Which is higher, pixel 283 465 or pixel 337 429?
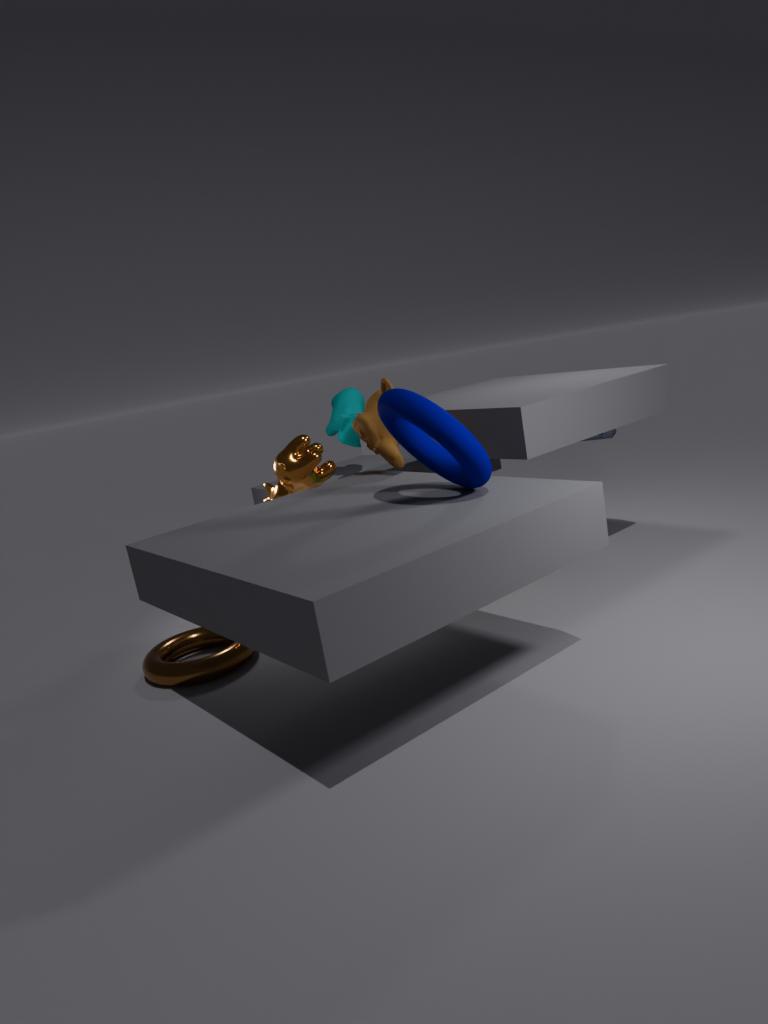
pixel 337 429
